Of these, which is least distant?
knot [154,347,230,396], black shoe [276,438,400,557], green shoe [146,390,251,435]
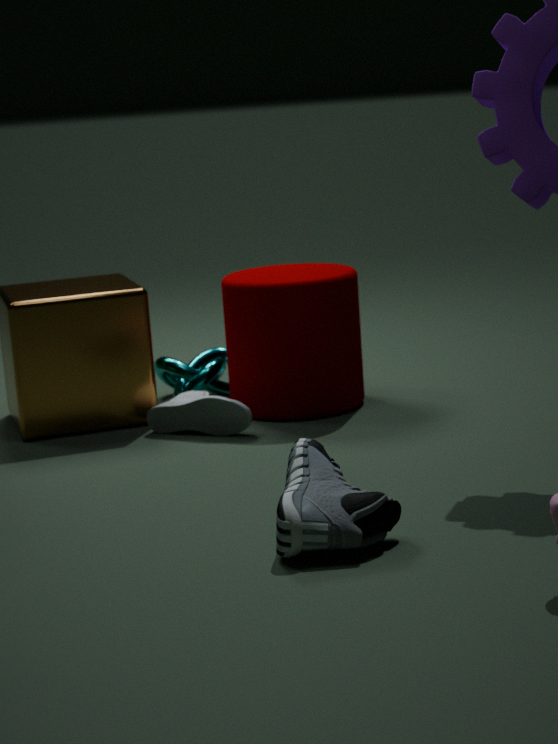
black shoe [276,438,400,557]
